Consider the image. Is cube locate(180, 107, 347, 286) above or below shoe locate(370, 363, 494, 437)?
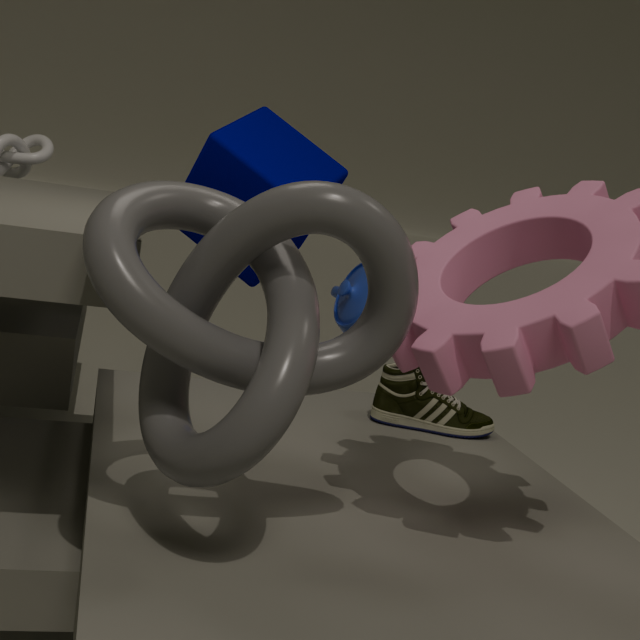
above
